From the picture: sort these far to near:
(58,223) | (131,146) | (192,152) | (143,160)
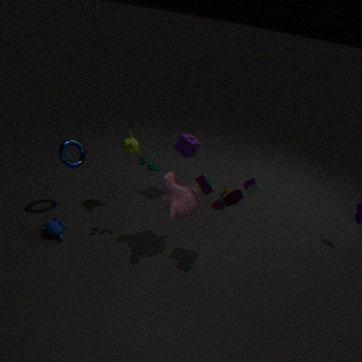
(192,152)
(131,146)
(58,223)
(143,160)
